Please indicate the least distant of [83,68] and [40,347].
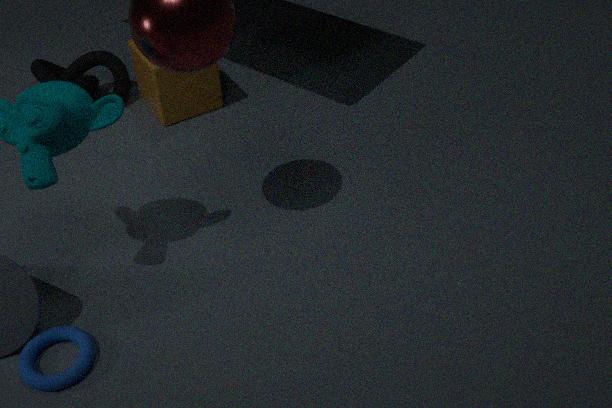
[40,347]
